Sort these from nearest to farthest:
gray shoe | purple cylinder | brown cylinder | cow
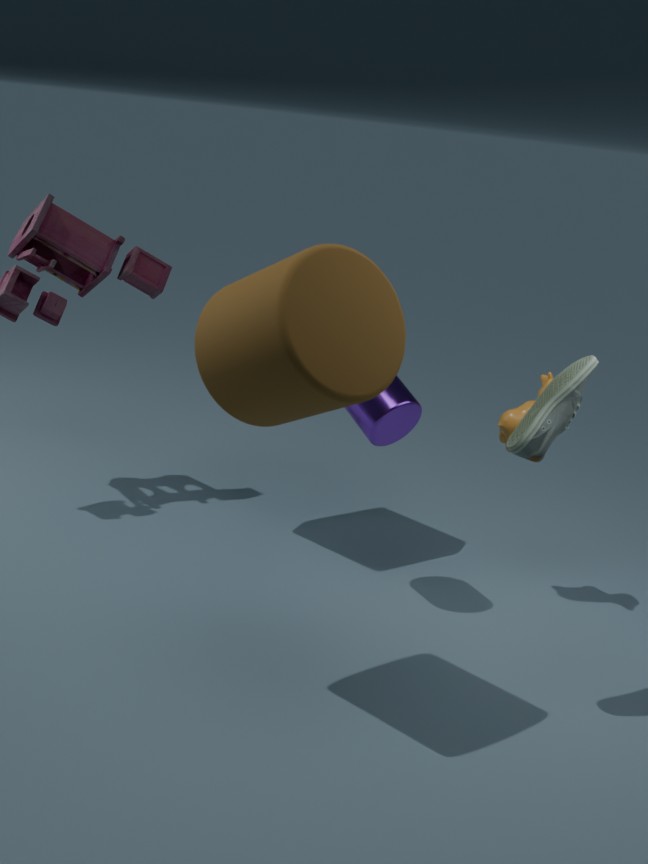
brown cylinder, gray shoe, purple cylinder, cow
